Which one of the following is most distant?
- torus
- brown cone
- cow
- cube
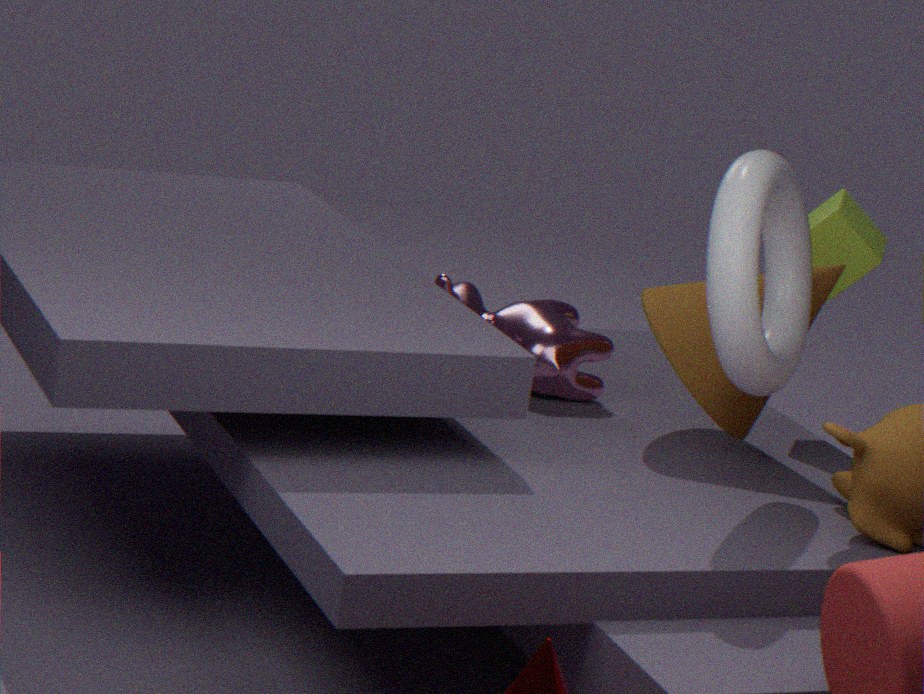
cube
